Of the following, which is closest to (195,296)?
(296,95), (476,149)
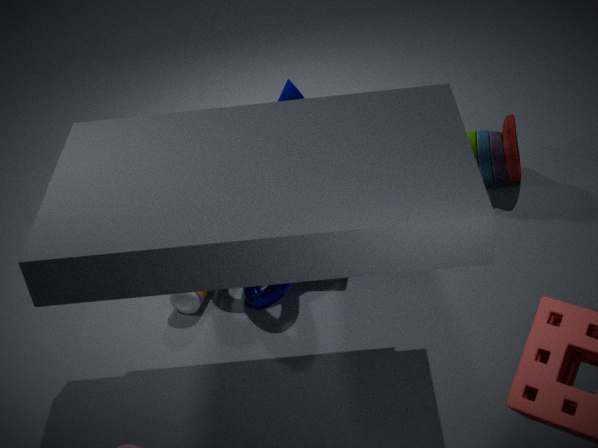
(476,149)
